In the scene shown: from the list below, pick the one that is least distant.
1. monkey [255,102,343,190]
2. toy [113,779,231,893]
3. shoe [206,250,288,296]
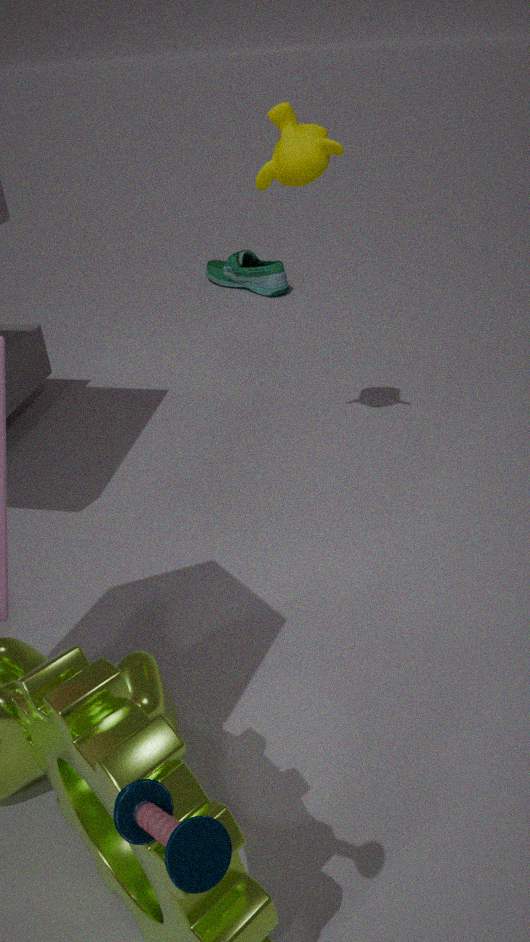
toy [113,779,231,893]
